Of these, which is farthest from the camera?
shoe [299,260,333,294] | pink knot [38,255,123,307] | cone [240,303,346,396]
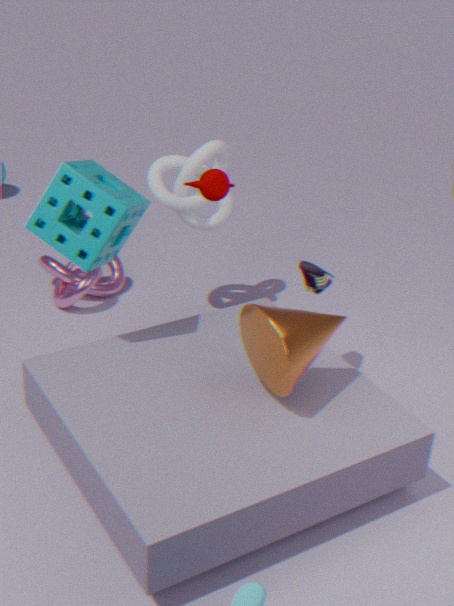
pink knot [38,255,123,307]
